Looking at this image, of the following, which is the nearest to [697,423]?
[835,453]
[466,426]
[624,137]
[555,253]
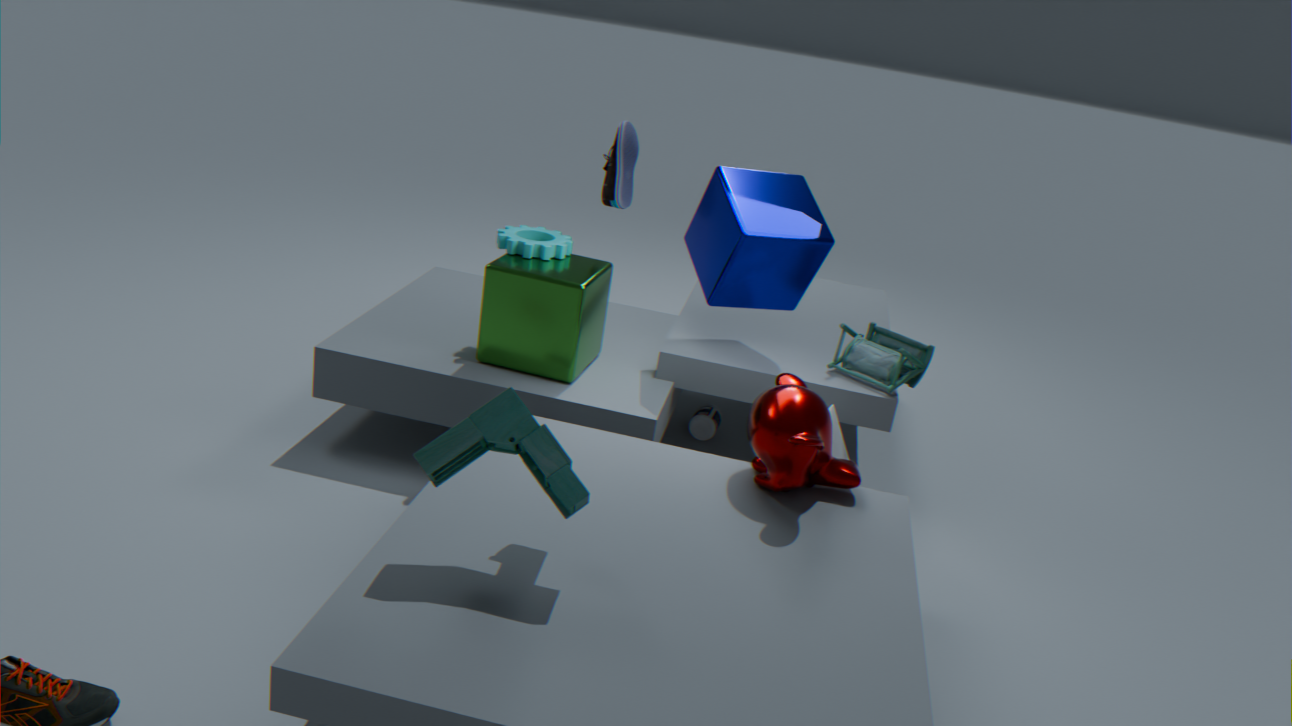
[835,453]
